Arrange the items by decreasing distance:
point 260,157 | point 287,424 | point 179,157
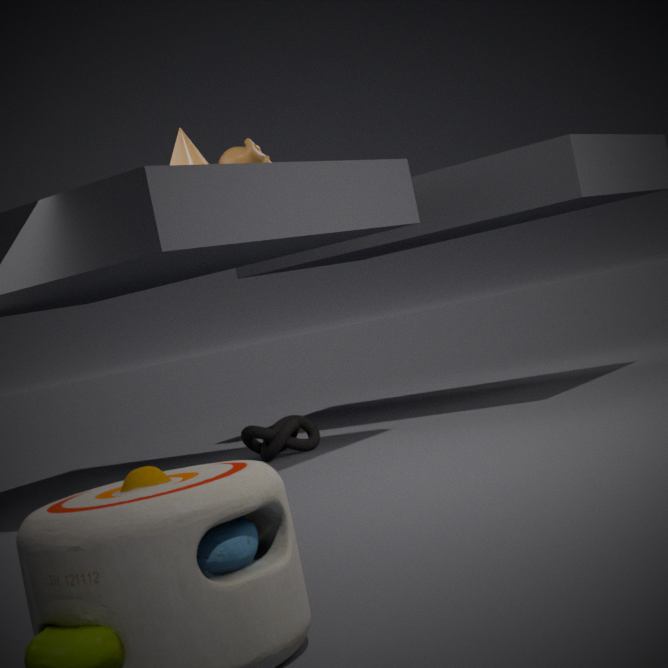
point 287,424 < point 260,157 < point 179,157
